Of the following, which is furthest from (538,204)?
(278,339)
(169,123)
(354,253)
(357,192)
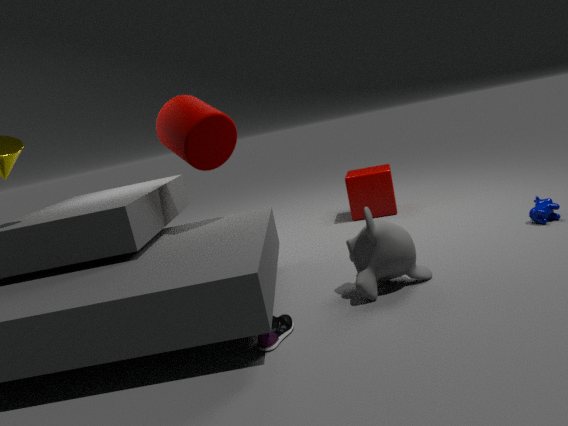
(169,123)
